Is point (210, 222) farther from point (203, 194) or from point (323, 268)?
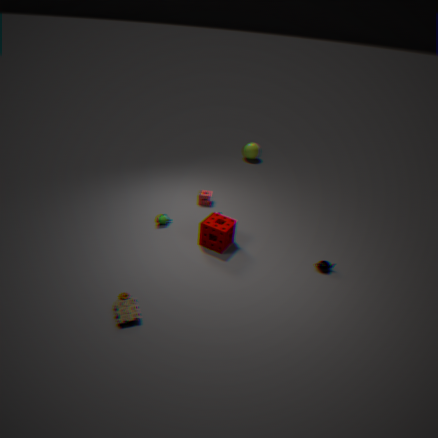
point (323, 268)
